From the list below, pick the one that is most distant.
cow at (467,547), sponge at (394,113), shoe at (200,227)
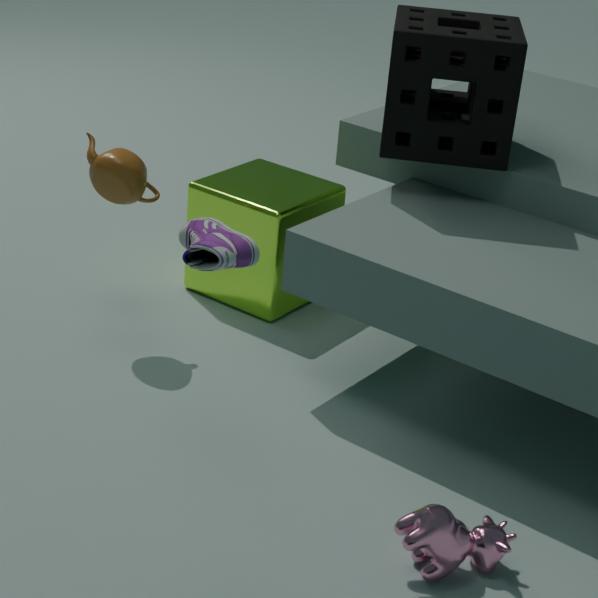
sponge at (394,113)
